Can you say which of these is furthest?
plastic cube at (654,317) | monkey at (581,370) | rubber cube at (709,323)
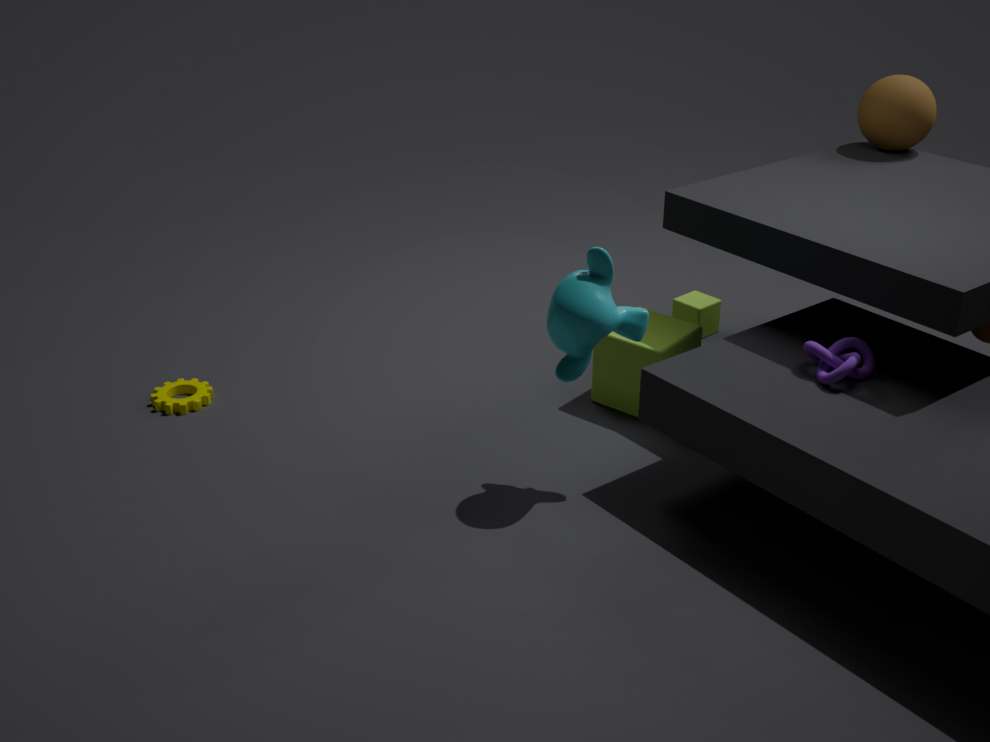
rubber cube at (709,323)
